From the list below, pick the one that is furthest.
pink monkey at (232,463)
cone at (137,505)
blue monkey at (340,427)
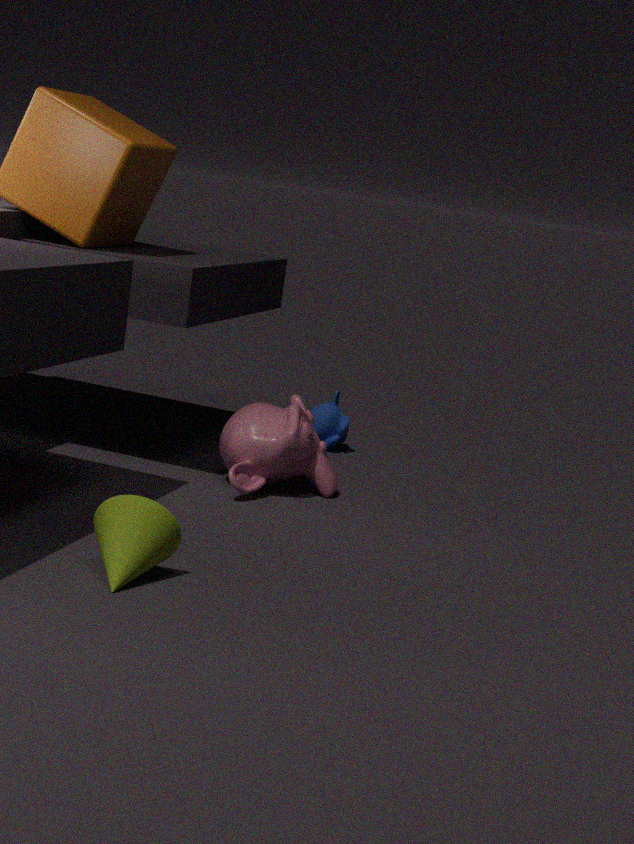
blue monkey at (340,427)
